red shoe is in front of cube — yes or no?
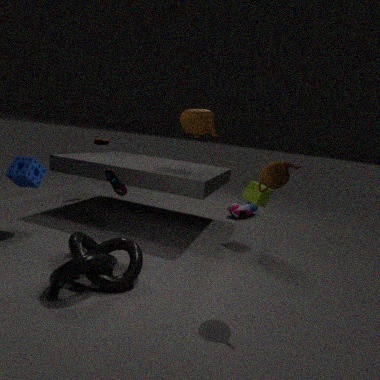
No
